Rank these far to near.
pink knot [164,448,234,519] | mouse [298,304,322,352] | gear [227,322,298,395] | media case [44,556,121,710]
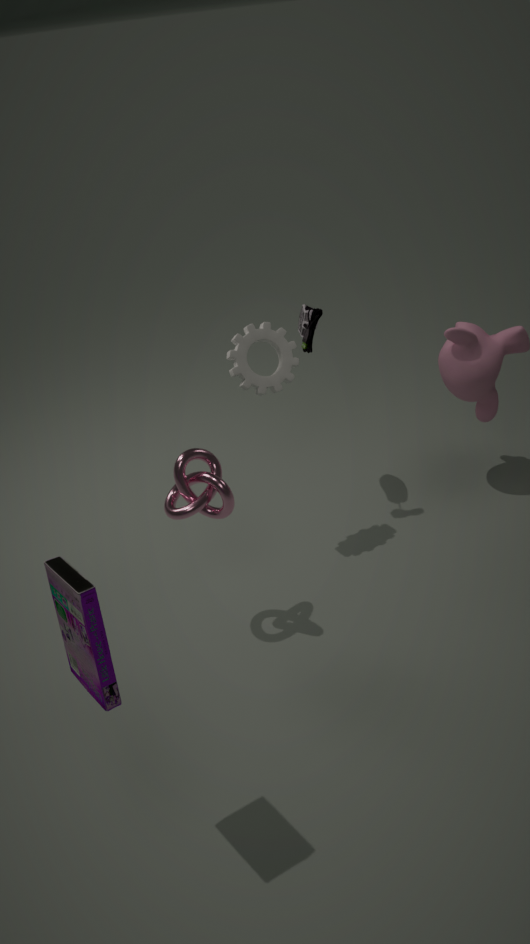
1. mouse [298,304,322,352]
2. gear [227,322,298,395]
3. pink knot [164,448,234,519]
4. media case [44,556,121,710]
